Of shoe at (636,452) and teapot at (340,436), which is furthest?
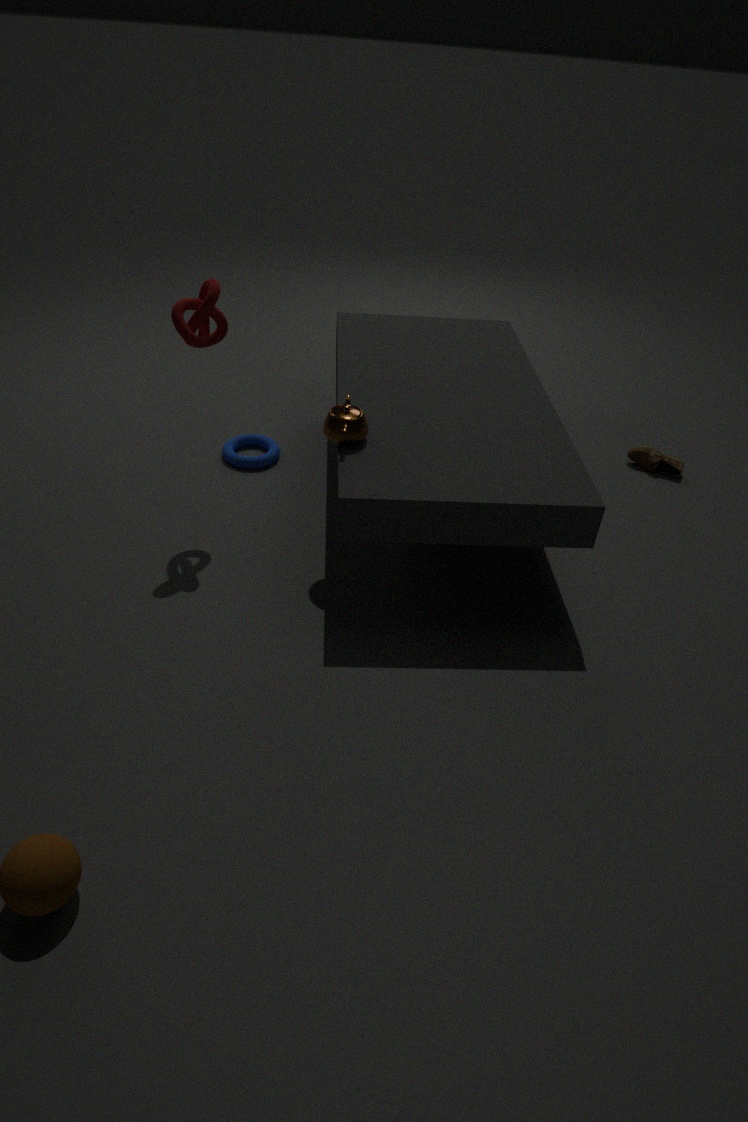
shoe at (636,452)
